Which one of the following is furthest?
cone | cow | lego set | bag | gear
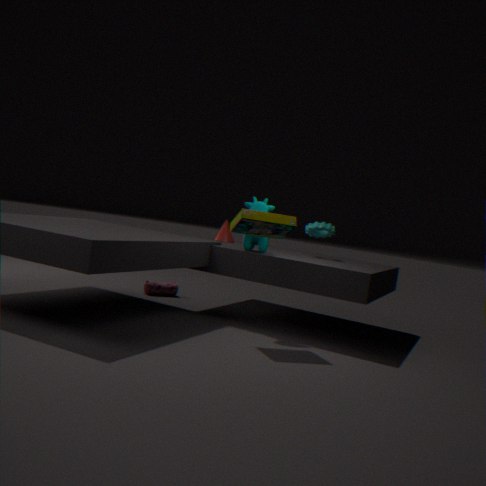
cone
